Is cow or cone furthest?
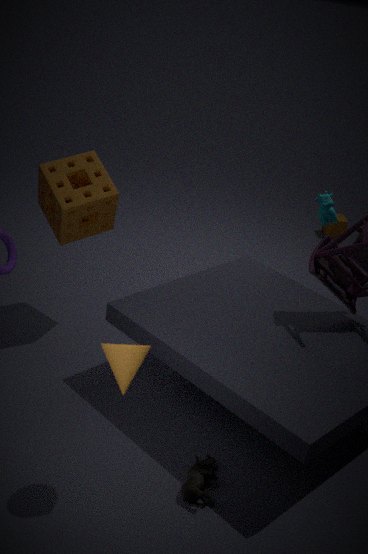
cow
